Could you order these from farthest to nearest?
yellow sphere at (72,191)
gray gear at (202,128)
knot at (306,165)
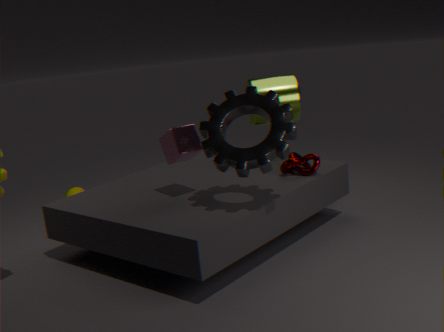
yellow sphere at (72,191), knot at (306,165), gray gear at (202,128)
